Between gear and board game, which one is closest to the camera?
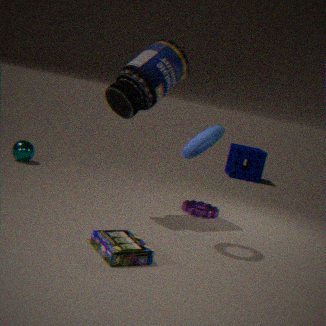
board game
